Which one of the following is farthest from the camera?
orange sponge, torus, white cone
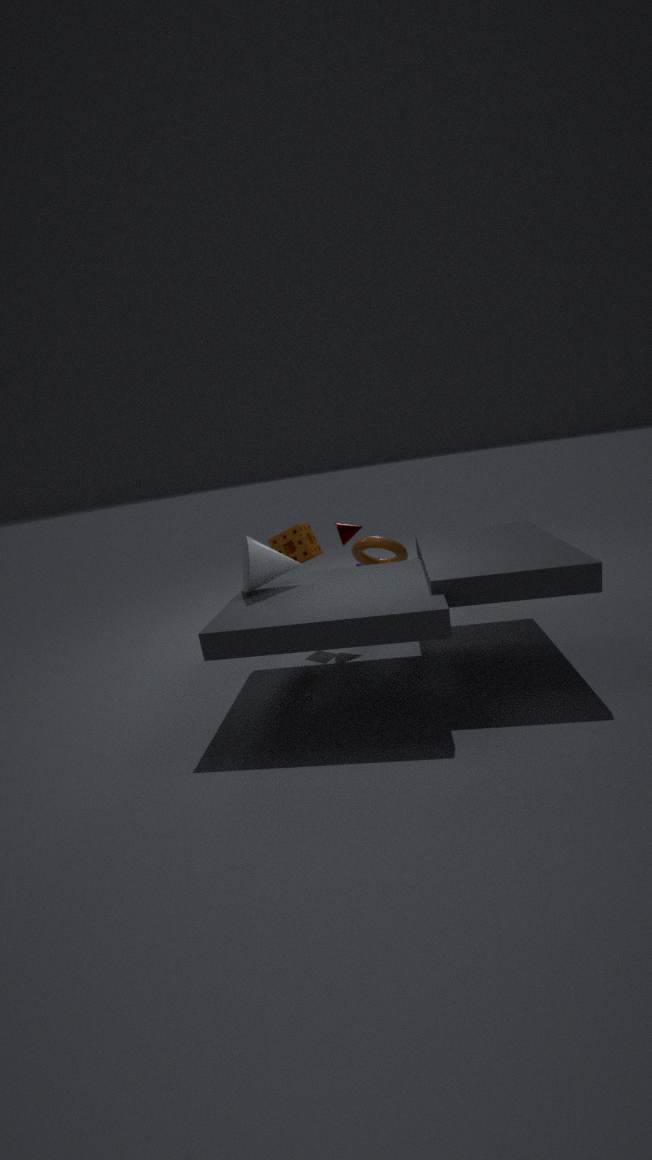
orange sponge
